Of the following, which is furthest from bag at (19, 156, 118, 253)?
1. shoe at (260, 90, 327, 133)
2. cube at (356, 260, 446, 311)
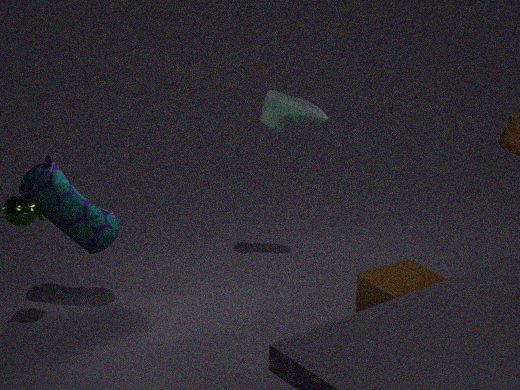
cube at (356, 260, 446, 311)
